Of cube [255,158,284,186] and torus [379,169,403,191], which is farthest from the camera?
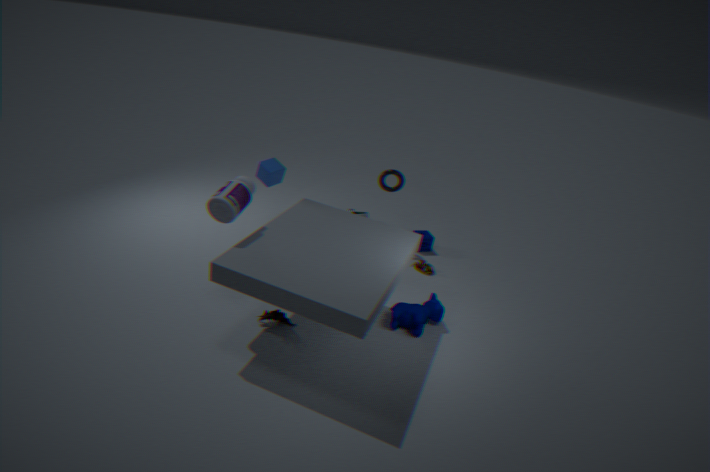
torus [379,169,403,191]
